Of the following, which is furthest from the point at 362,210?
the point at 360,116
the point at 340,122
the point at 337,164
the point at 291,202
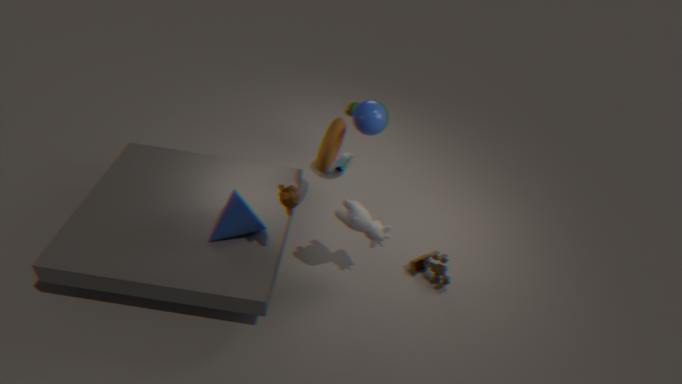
the point at 337,164
